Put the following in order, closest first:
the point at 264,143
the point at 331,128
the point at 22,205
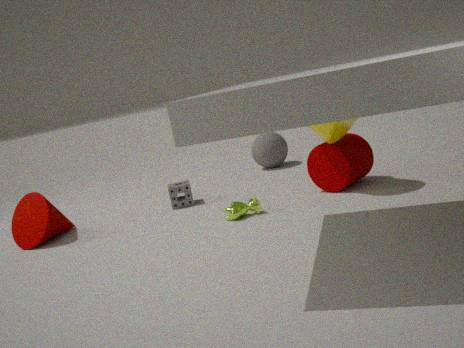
the point at 331,128
the point at 22,205
the point at 264,143
